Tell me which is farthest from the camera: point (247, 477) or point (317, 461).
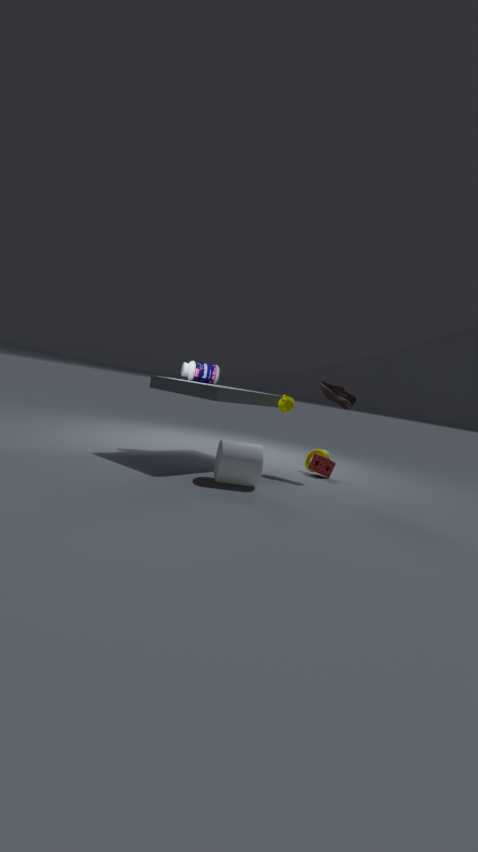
point (317, 461)
